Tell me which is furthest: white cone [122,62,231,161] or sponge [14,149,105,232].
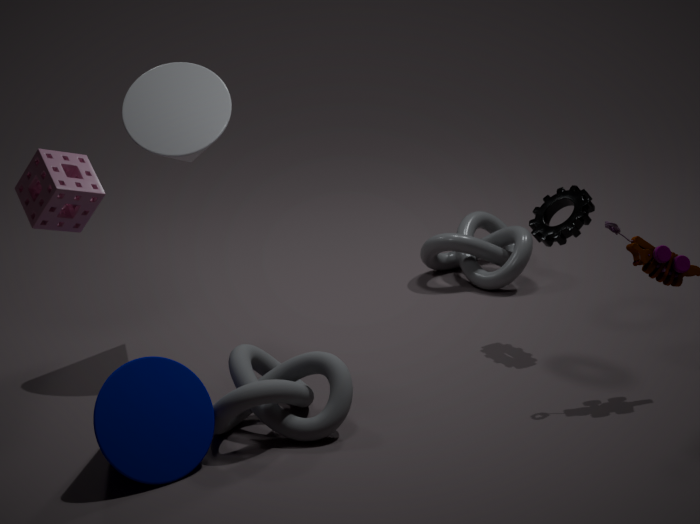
white cone [122,62,231,161]
